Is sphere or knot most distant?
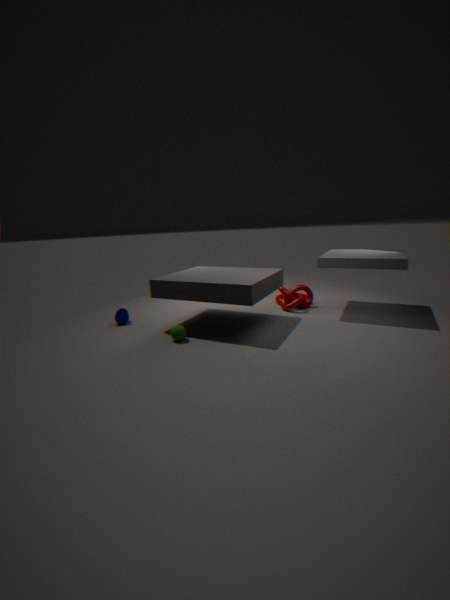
knot
